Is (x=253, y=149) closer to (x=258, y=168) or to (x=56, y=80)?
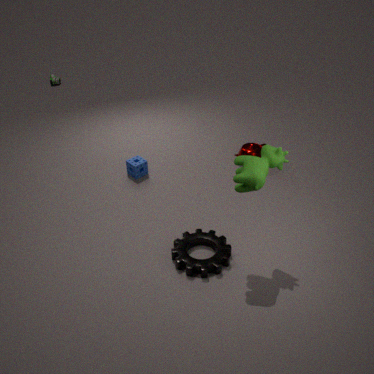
(x=258, y=168)
